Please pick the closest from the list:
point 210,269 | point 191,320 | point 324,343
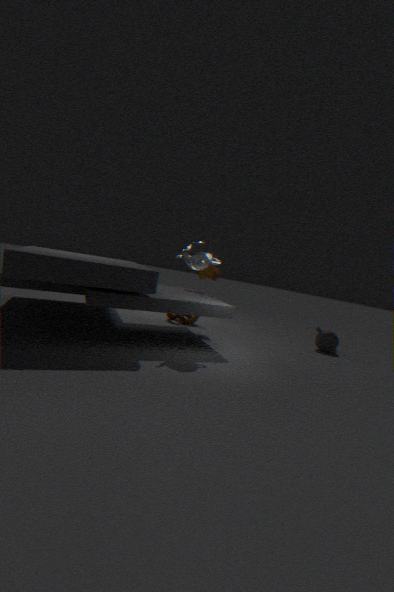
point 210,269
